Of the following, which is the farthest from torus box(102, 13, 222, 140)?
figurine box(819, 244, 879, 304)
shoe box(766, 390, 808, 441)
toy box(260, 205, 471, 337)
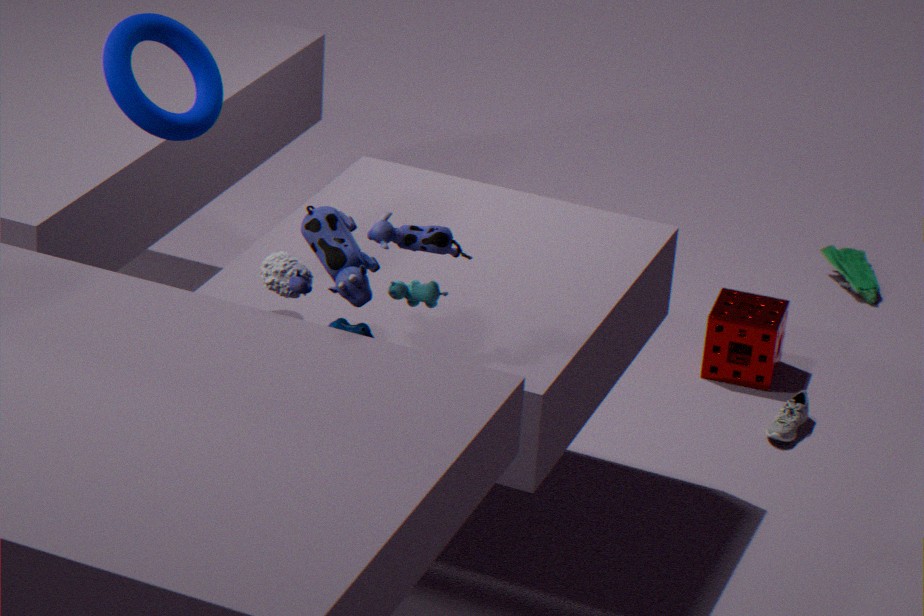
figurine box(819, 244, 879, 304)
